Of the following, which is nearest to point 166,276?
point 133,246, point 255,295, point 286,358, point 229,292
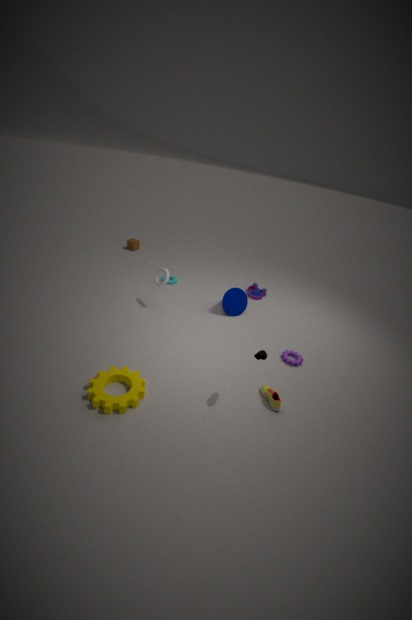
point 229,292
